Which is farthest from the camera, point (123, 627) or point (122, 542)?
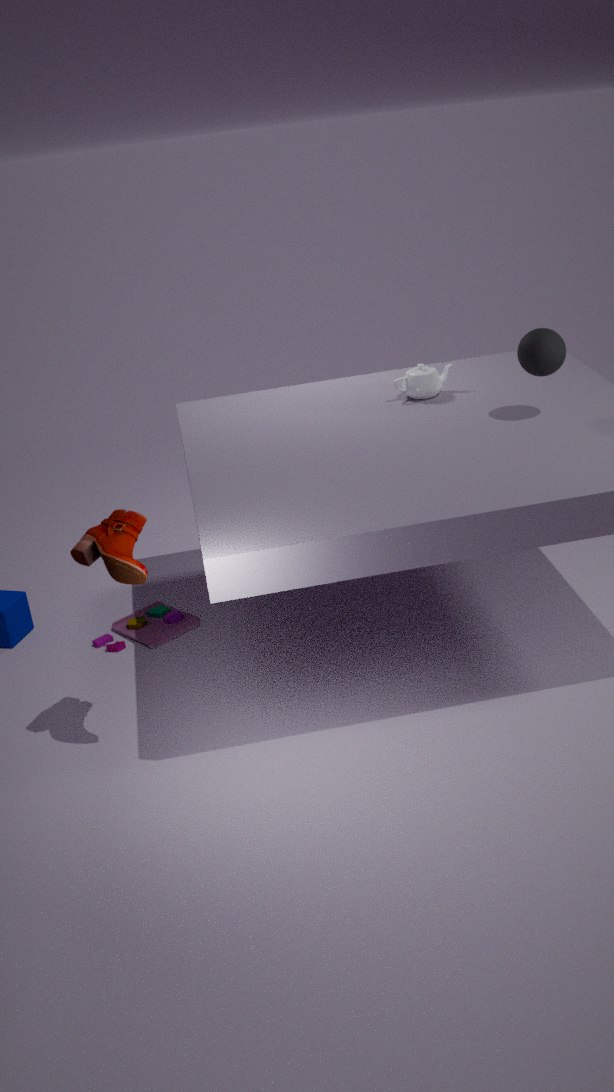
point (123, 627)
